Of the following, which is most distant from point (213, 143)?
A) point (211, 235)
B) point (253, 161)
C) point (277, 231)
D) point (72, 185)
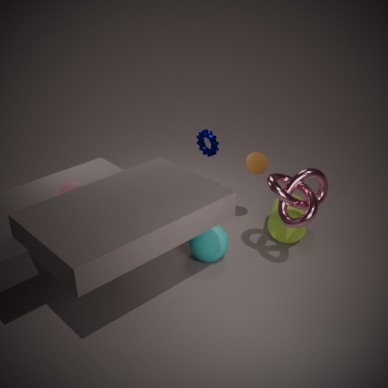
point (72, 185)
